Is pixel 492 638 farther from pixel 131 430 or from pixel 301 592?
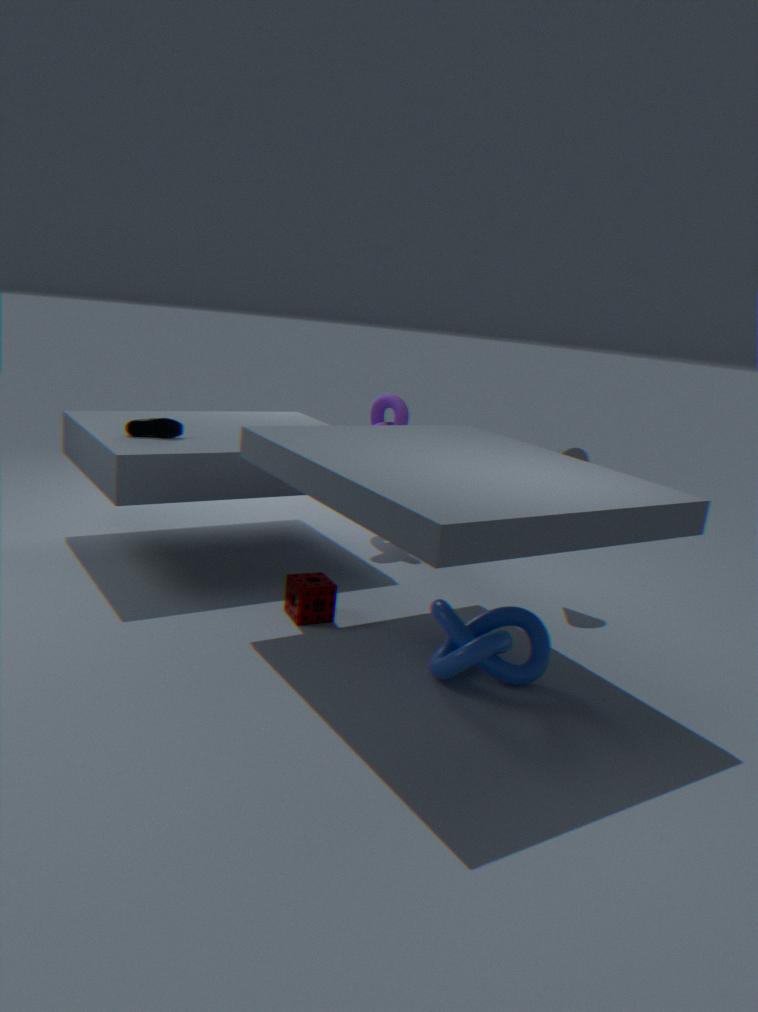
pixel 131 430
